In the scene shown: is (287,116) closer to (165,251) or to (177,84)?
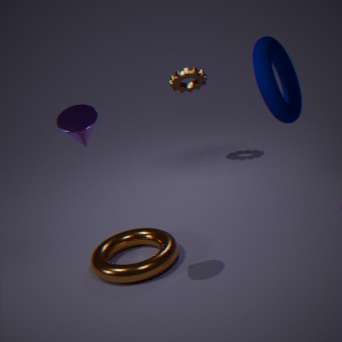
(177,84)
